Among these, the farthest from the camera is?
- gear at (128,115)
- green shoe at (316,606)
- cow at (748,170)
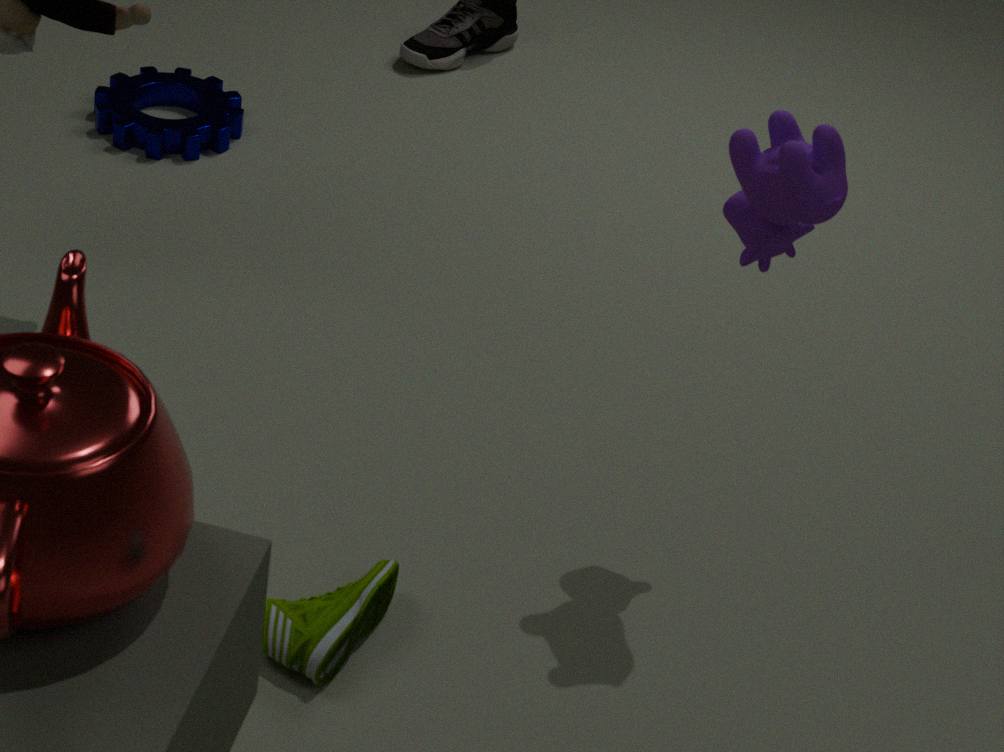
gear at (128,115)
